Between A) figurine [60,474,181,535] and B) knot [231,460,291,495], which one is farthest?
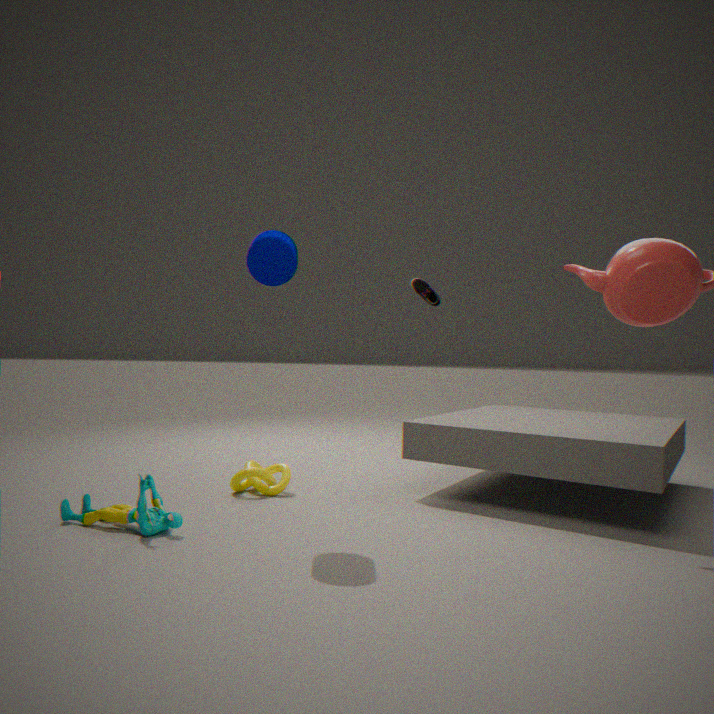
B. knot [231,460,291,495]
